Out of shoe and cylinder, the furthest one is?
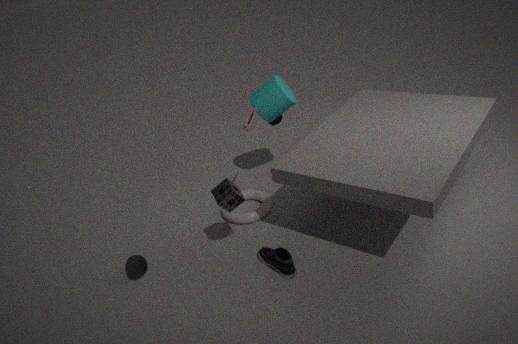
cylinder
